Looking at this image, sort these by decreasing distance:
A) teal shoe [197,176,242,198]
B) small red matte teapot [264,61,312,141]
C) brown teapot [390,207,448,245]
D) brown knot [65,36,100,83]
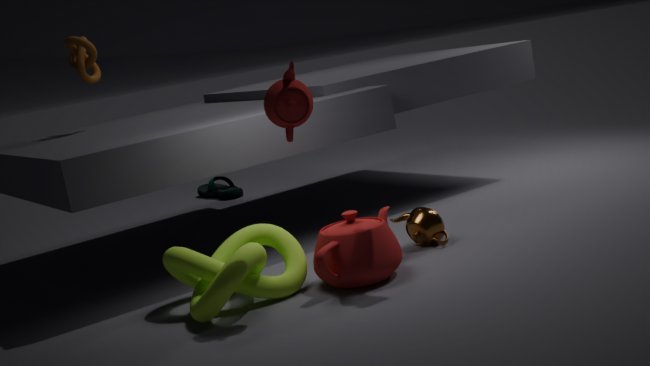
teal shoe [197,176,242,198] < brown knot [65,36,100,83] < brown teapot [390,207,448,245] < small red matte teapot [264,61,312,141]
